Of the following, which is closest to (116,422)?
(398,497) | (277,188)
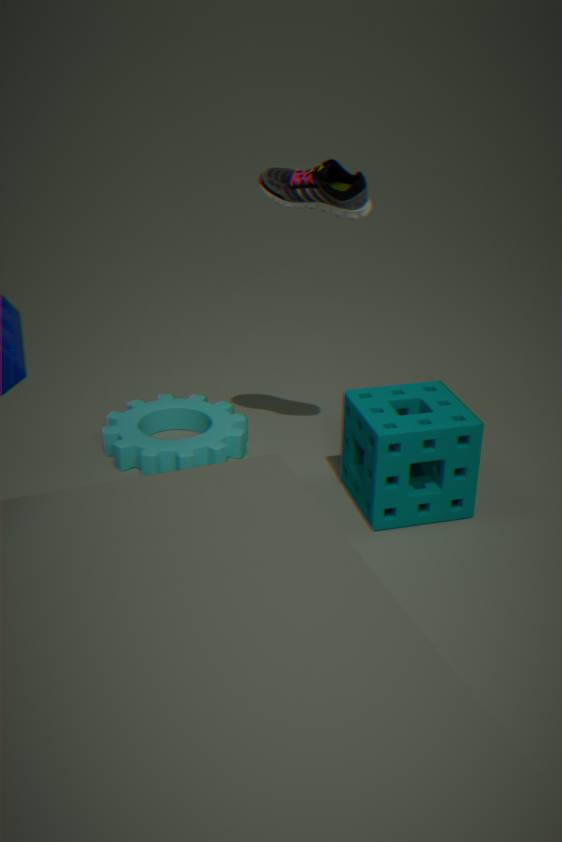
(398,497)
